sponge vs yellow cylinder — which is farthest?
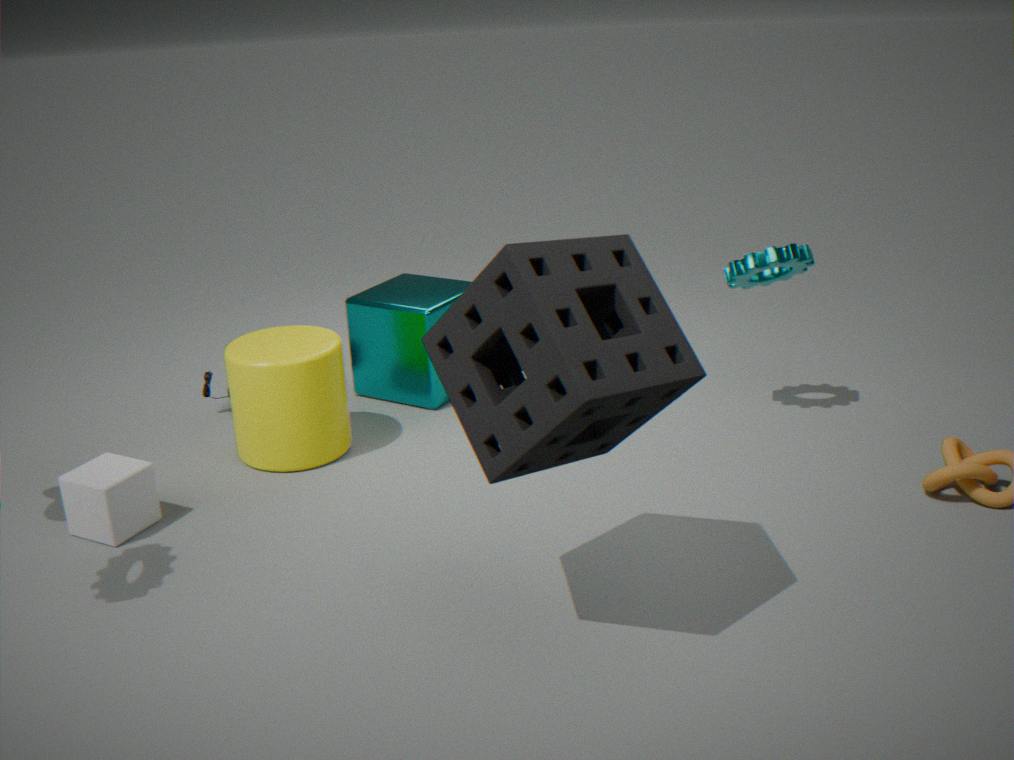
yellow cylinder
